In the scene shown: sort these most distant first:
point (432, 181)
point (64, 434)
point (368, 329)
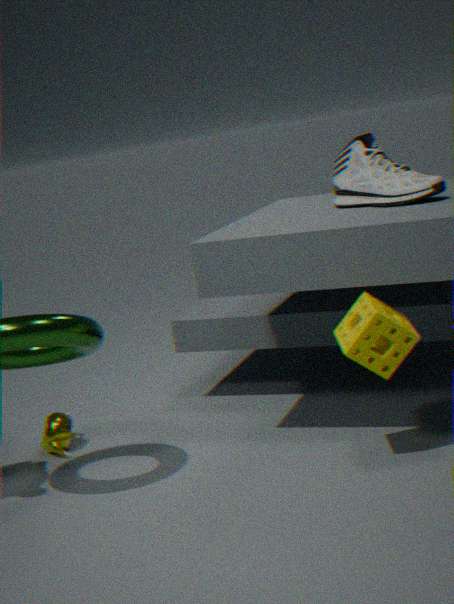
point (64, 434) < point (432, 181) < point (368, 329)
